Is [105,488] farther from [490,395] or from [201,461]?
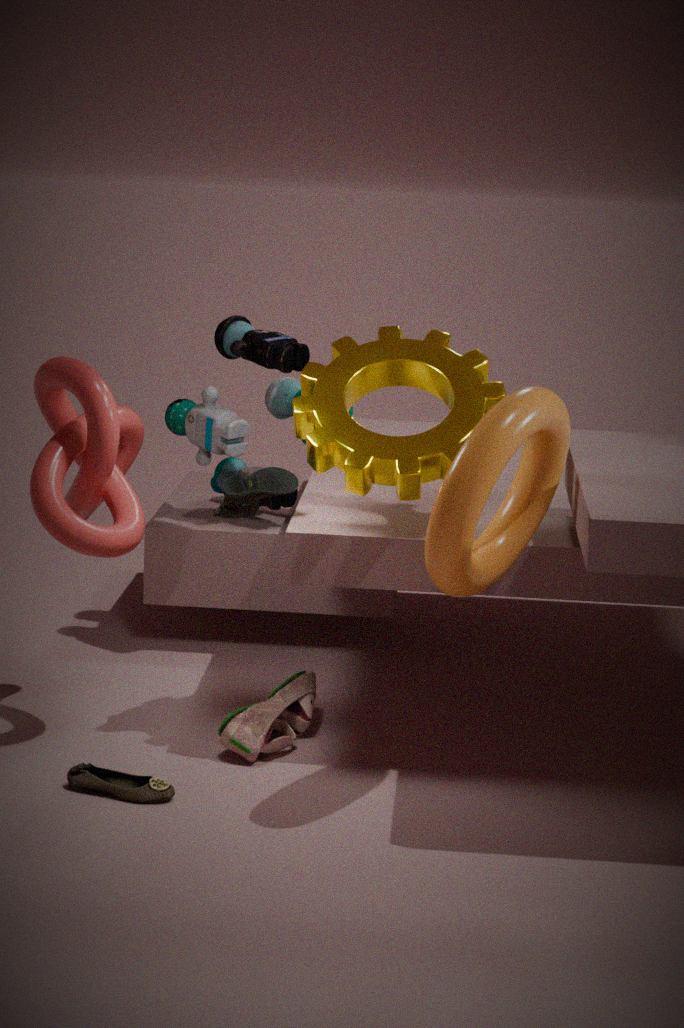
[201,461]
